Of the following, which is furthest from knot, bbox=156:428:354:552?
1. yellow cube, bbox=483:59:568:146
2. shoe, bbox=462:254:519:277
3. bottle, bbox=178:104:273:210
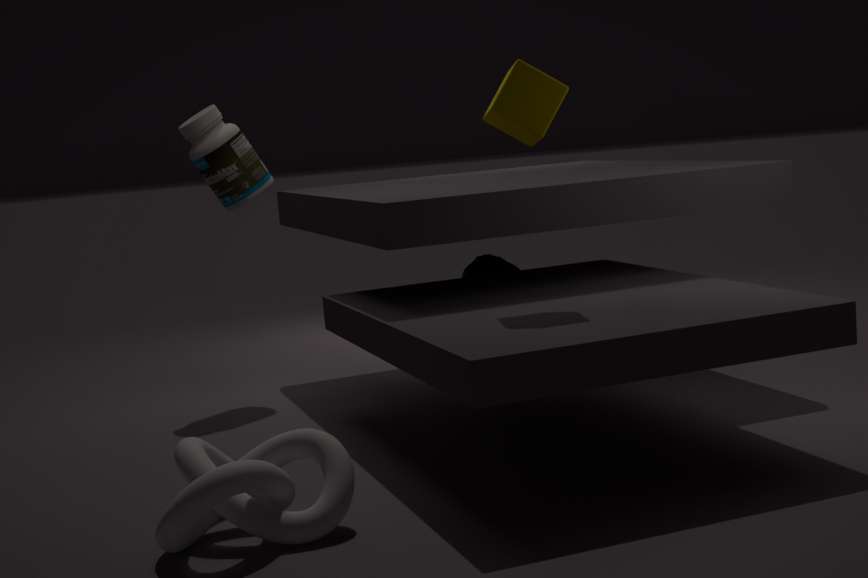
shoe, bbox=462:254:519:277
